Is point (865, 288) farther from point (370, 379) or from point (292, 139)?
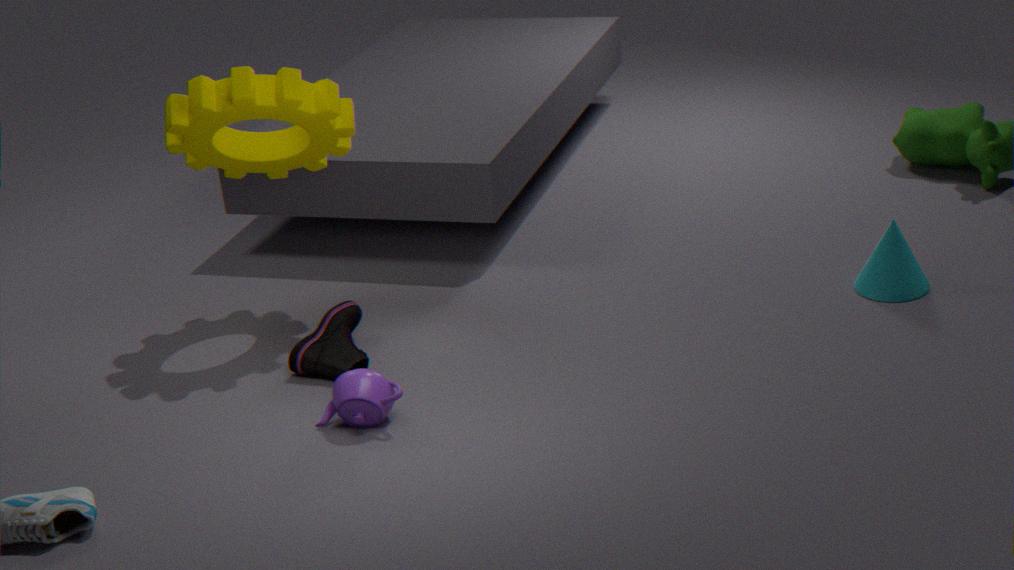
point (292, 139)
